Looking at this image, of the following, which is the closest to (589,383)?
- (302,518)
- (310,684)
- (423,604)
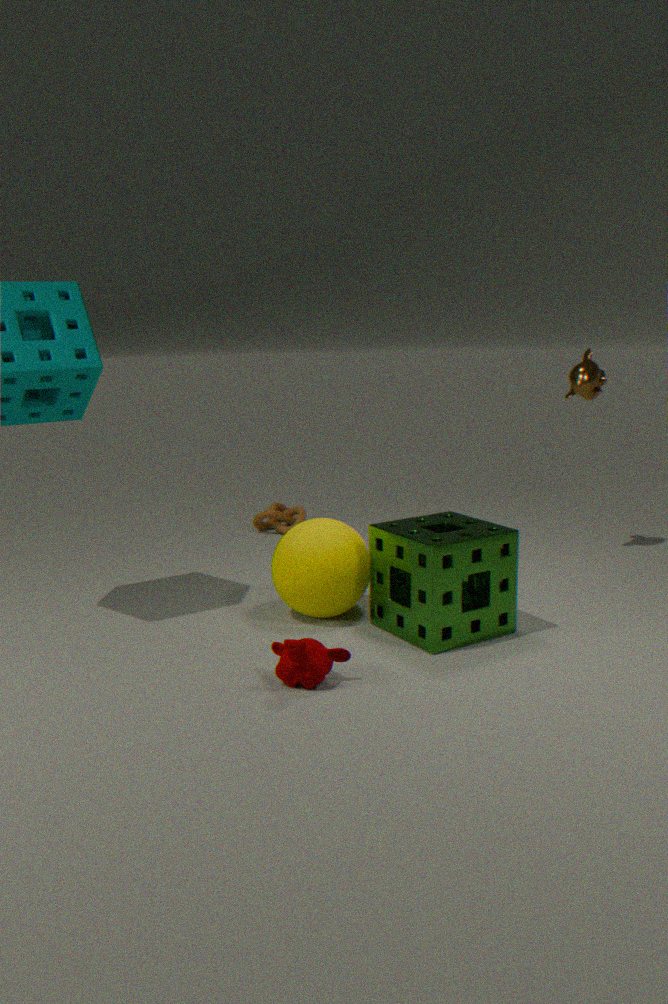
(423,604)
